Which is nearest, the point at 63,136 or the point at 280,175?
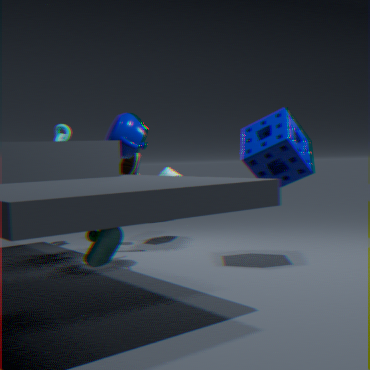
the point at 280,175
